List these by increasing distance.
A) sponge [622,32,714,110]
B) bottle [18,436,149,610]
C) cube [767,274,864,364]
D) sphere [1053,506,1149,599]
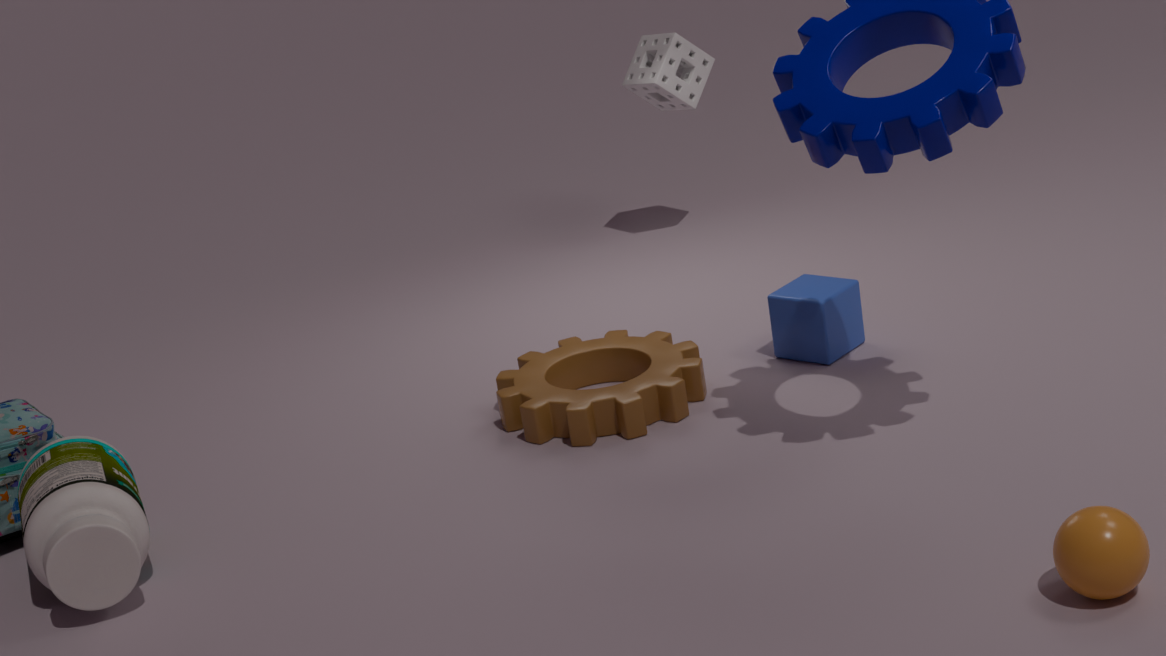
sphere [1053,506,1149,599], bottle [18,436,149,610], cube [767,274,864,364], sponge [622,32,714,110]
